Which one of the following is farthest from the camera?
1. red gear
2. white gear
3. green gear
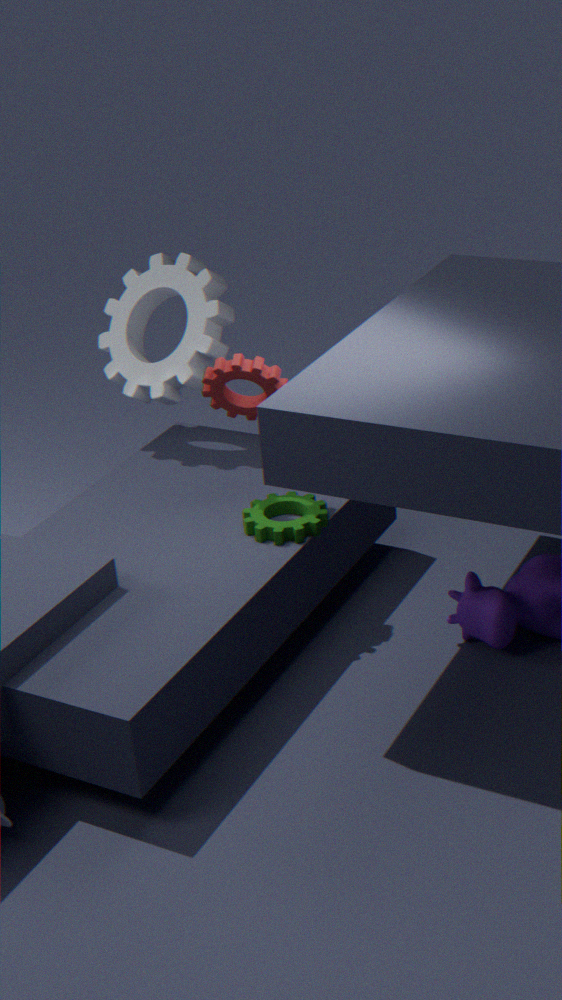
white gear
